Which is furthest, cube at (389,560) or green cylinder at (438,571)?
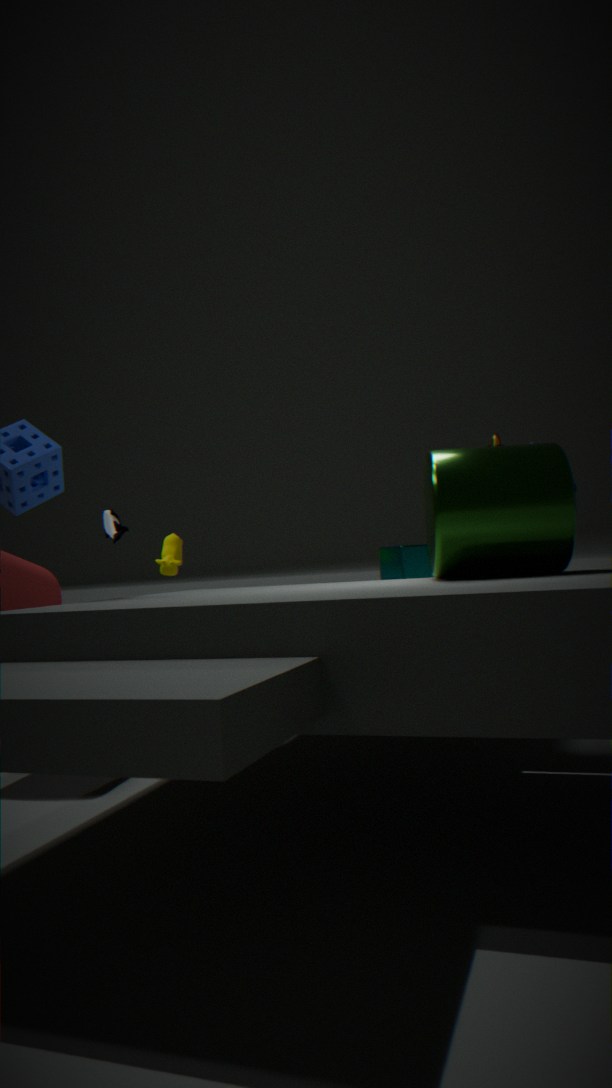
cube at (389,560)
